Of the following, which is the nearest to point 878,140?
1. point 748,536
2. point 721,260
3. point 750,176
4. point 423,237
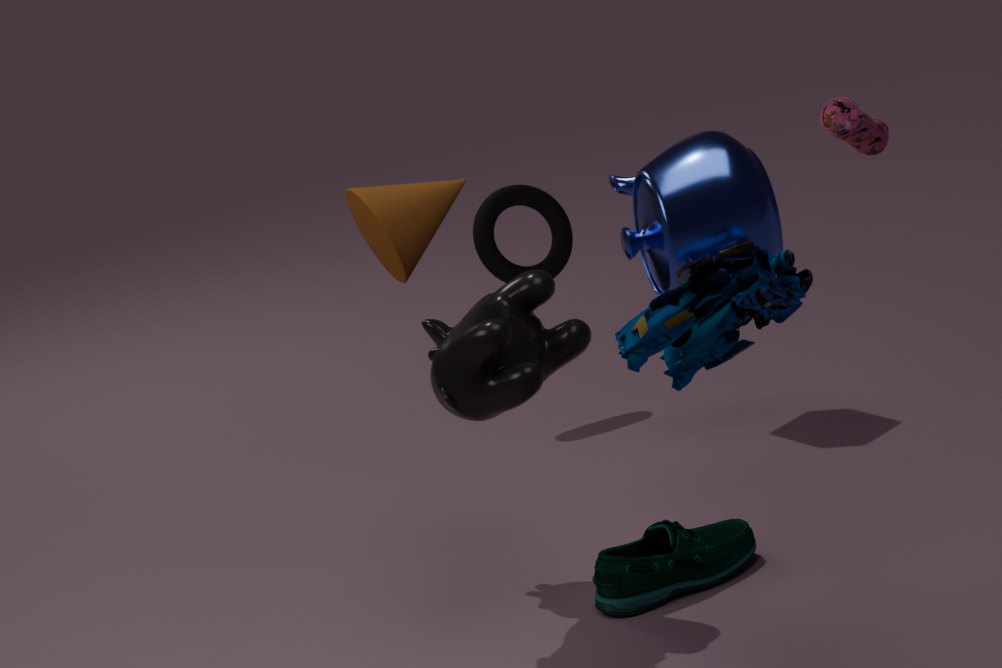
point 750,176
